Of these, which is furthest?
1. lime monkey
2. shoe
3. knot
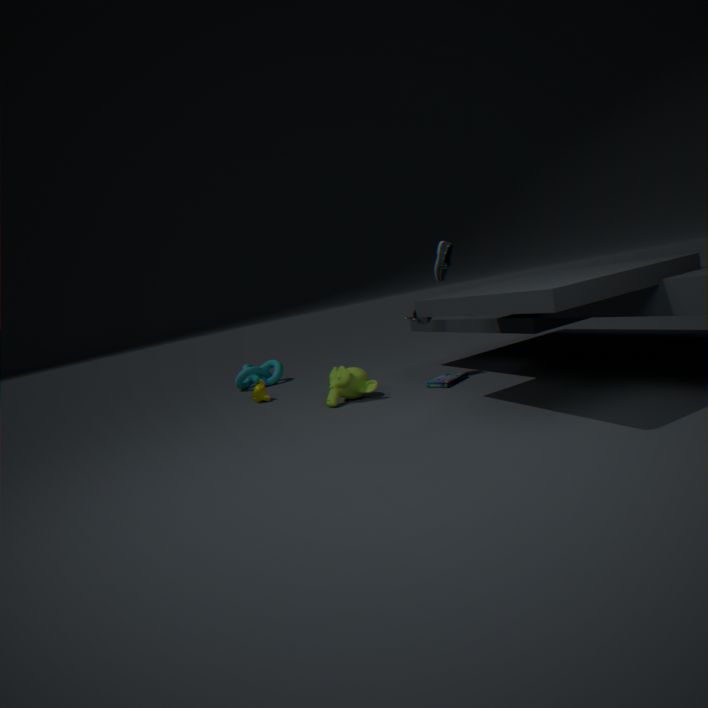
knot
